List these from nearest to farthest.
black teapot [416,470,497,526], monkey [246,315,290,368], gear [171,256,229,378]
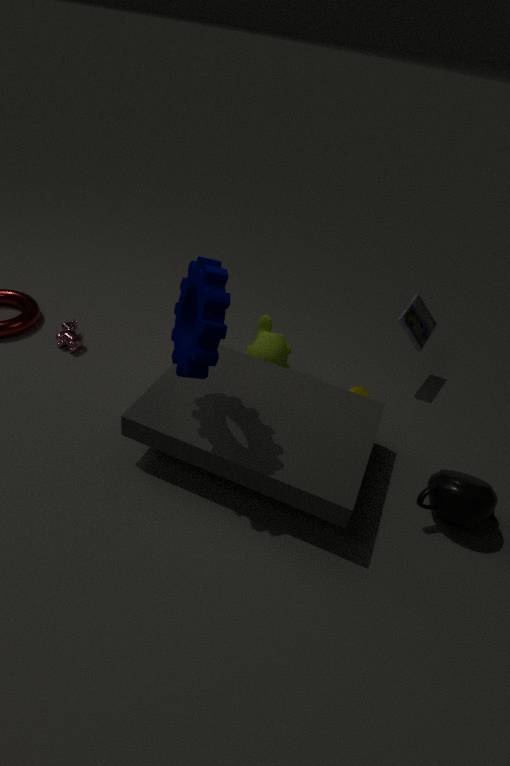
gear [171,256,229,378], black teapot [416,470,497,526], monkey [246,315,290,368]
